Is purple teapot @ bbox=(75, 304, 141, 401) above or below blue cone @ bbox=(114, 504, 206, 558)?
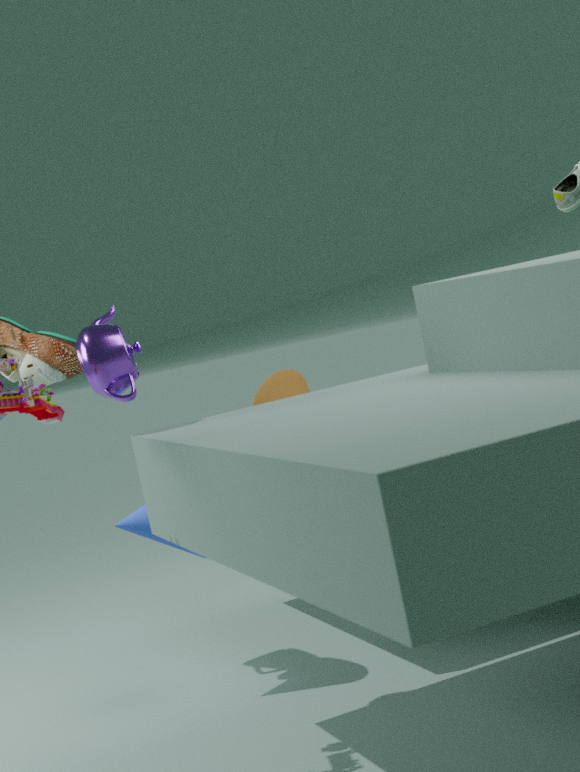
above
